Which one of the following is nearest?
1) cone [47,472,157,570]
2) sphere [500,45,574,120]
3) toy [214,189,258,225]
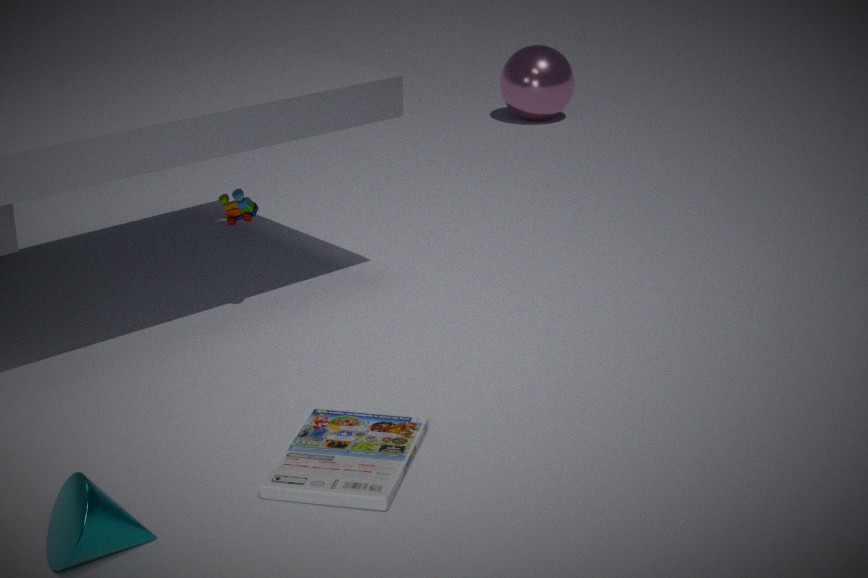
1. cone [47,472,157,570]
